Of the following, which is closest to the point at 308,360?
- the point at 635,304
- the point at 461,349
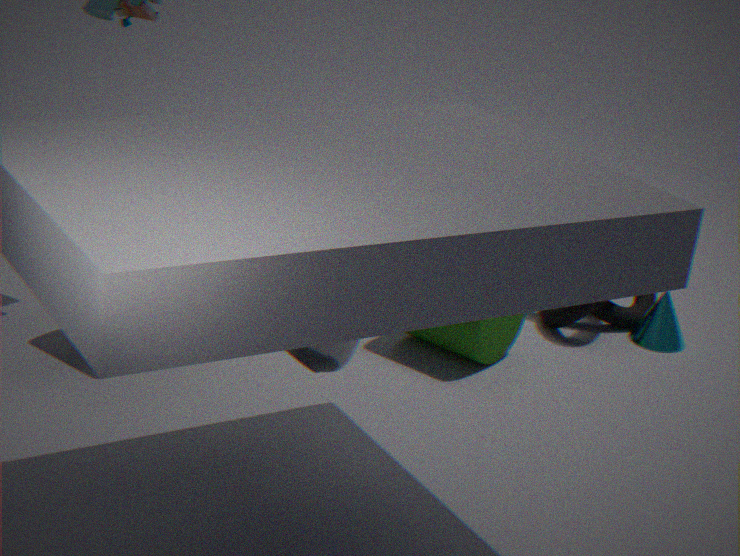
the point at 461,349
